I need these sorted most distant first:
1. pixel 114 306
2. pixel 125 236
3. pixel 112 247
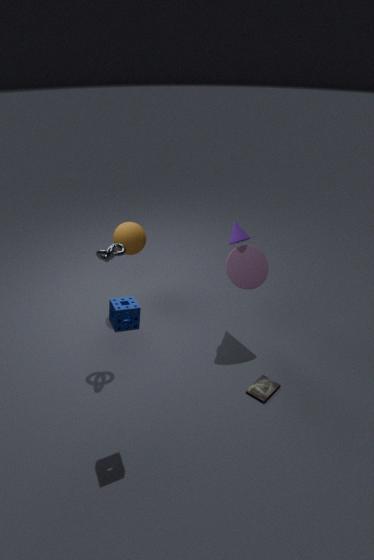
pixel 125 236, pixel 112 247, pixel 114 306
